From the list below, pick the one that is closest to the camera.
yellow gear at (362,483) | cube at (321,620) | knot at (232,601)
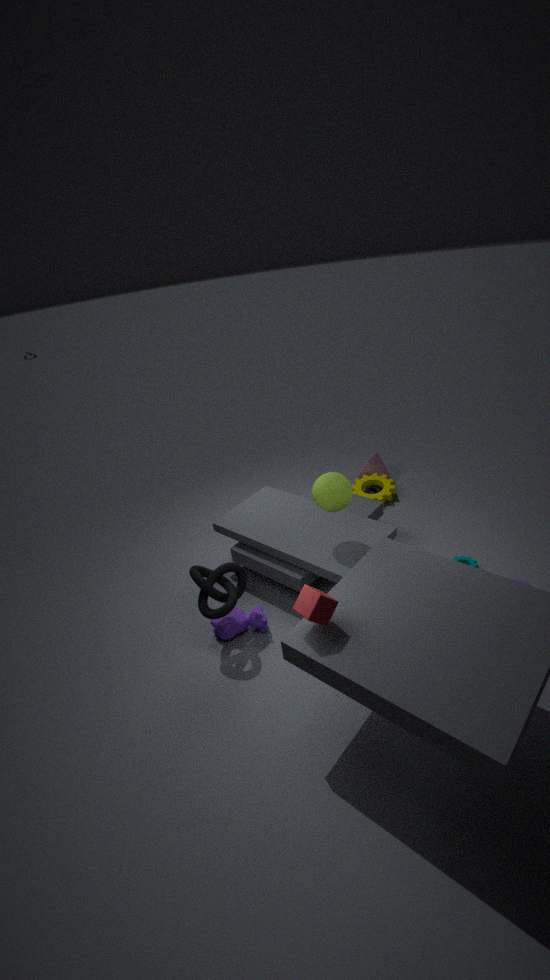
cube at (321,620)
